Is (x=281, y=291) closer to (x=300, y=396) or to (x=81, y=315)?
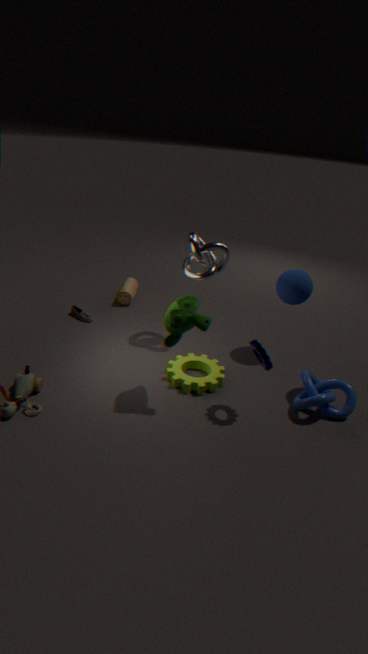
(x=300, y=396)
